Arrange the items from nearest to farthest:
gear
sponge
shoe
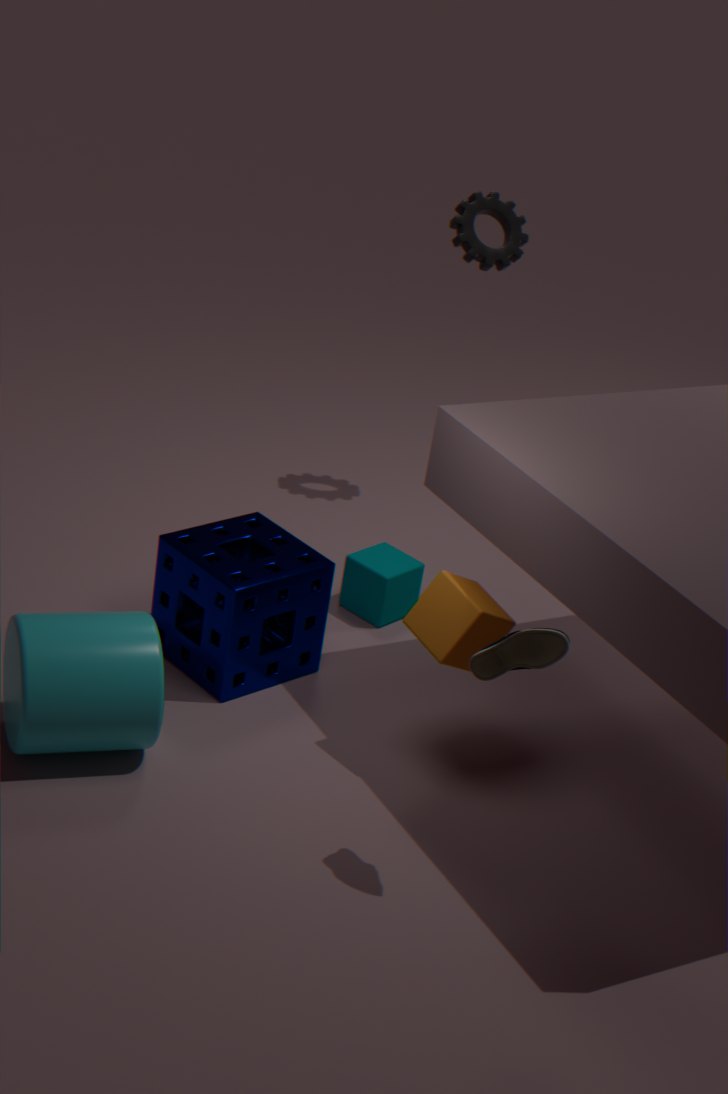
shoe, sponge, gear
